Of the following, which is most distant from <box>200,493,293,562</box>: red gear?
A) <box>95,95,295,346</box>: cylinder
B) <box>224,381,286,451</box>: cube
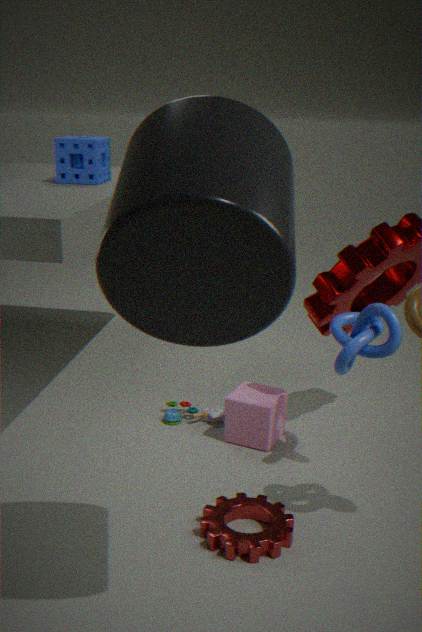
<box>95,95,295,346</box>: cylinder
